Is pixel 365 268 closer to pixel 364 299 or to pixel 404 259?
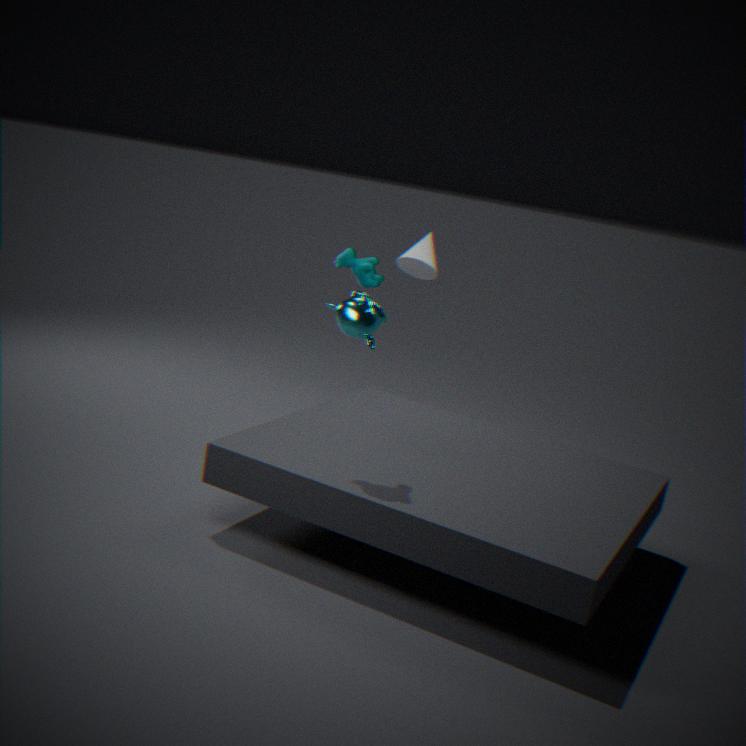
pixel 404 259
